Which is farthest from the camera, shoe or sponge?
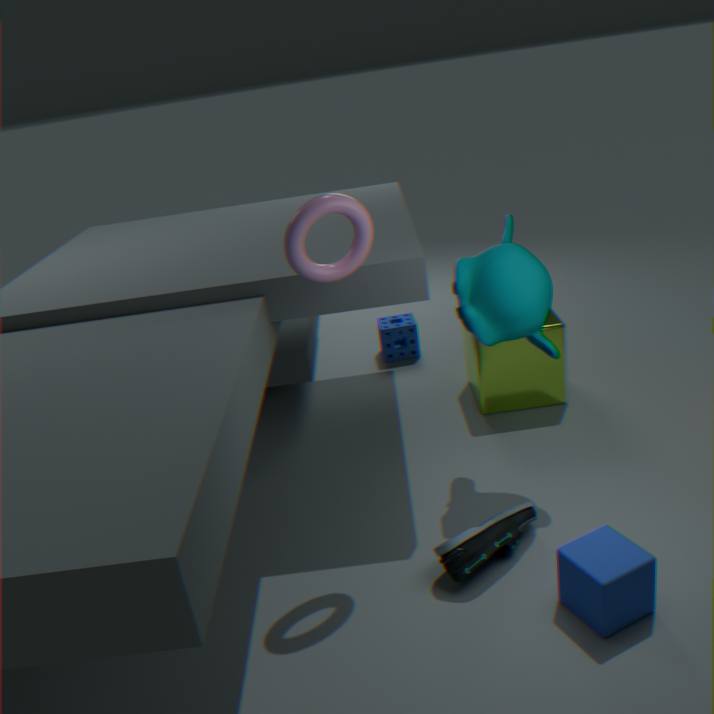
sponge
